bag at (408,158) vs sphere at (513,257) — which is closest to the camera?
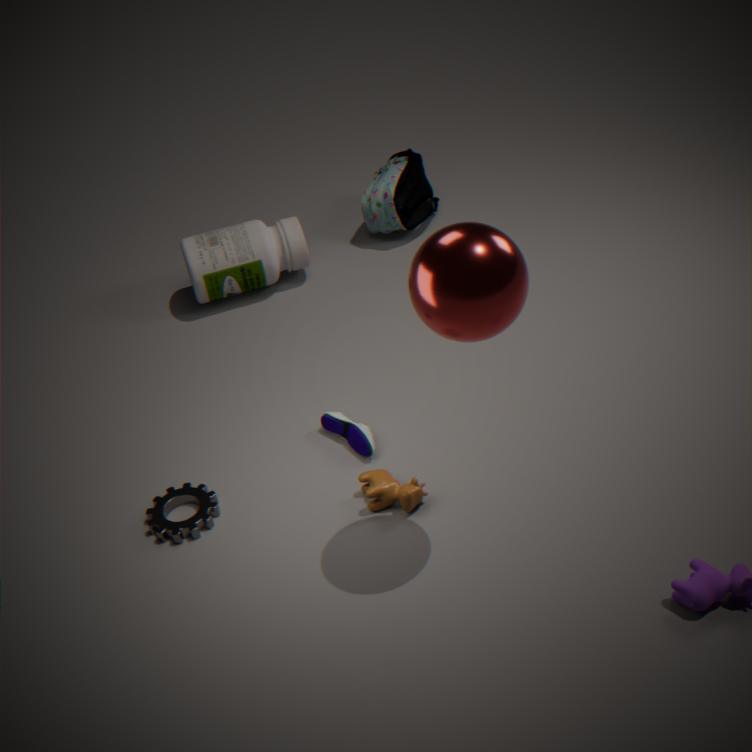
sphere at (513,257)
